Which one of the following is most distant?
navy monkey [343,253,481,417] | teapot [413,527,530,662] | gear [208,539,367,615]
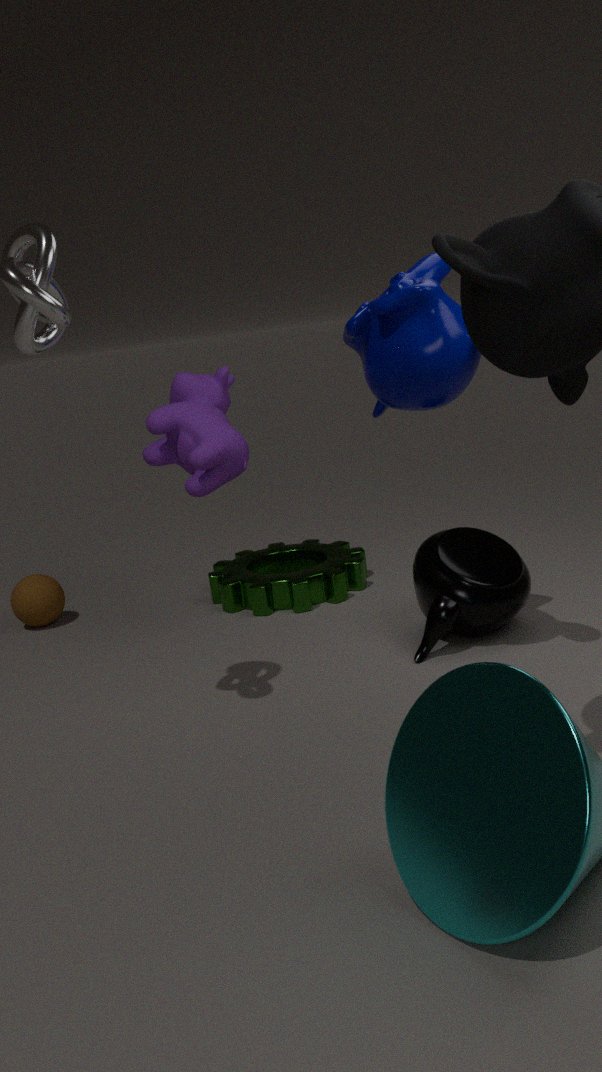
gear [208,539,367,615]
